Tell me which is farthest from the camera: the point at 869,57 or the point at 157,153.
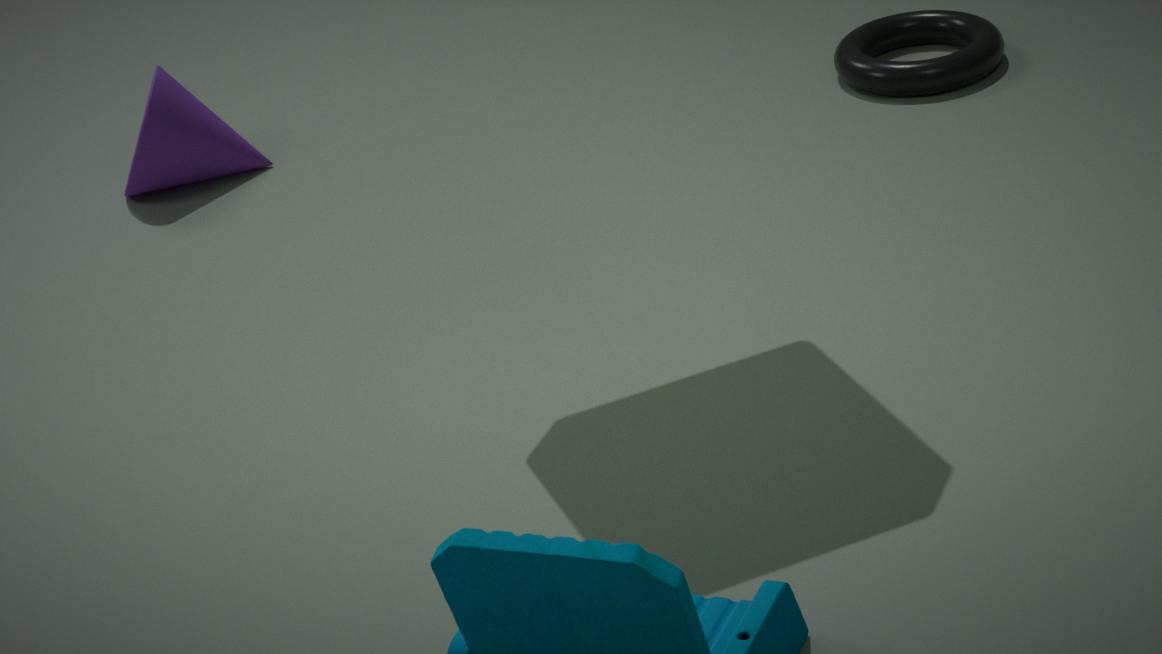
the point at 869,57
